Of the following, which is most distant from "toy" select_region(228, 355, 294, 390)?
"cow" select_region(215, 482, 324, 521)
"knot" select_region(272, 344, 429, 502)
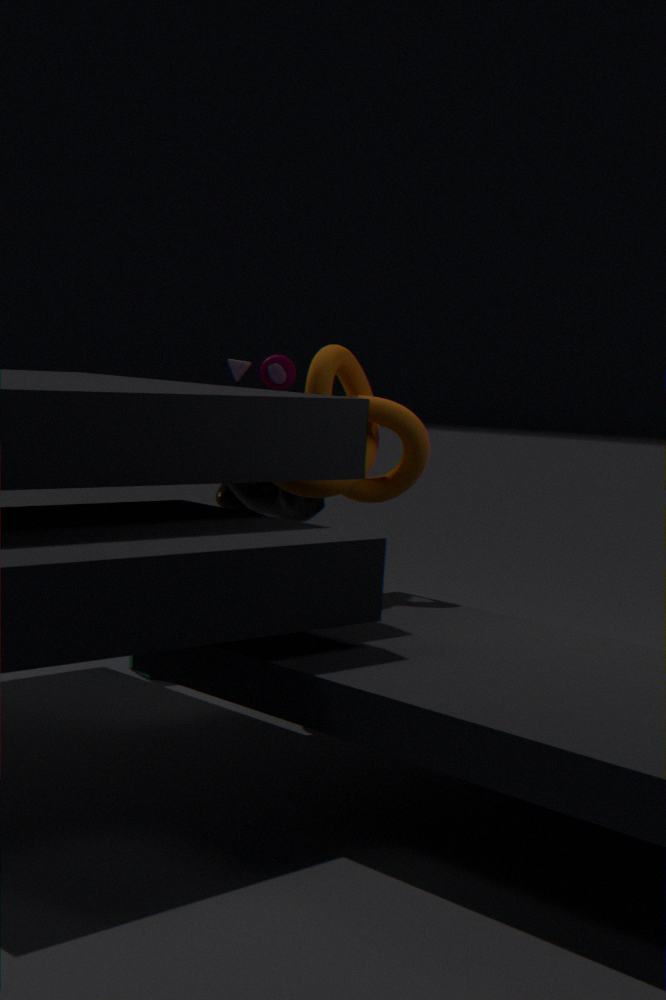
"knot" select_region(272, 344, 429, 502)
